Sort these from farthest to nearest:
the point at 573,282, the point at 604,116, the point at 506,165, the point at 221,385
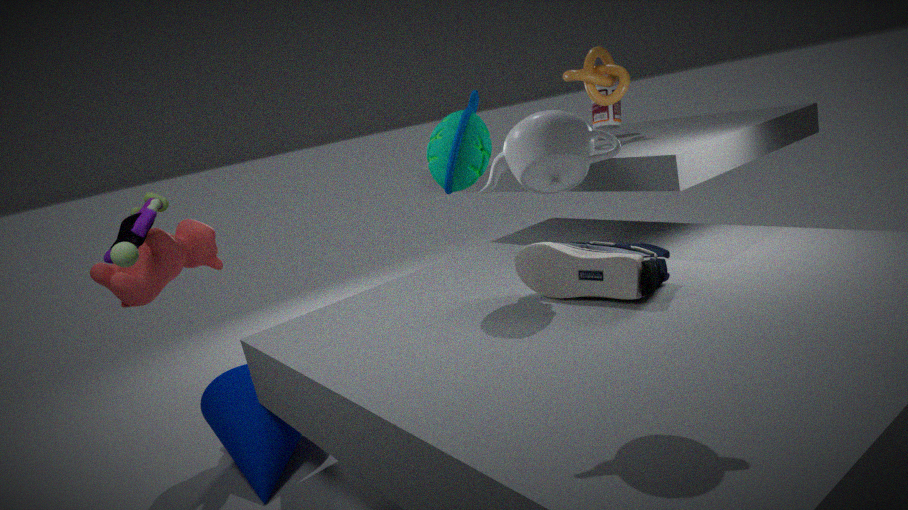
the point at 604,116 < the point at 221,385 < the point at 573,282 < the point at 506,165
